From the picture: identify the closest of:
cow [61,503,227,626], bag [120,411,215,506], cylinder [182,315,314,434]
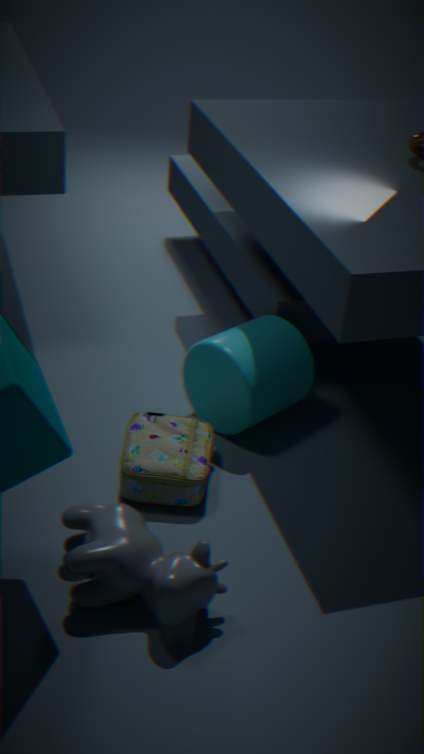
cow [61,503,227,626]
